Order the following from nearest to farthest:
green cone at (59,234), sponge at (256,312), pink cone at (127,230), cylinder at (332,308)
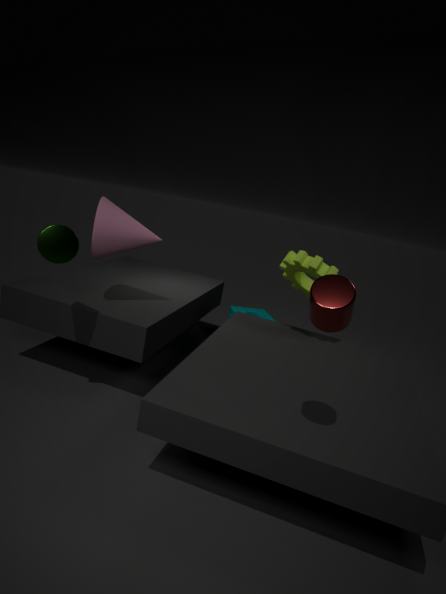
cylinder at (332,308) → green cone at (59,234) → pink cone at (127,230) → sponge at (256,312)
